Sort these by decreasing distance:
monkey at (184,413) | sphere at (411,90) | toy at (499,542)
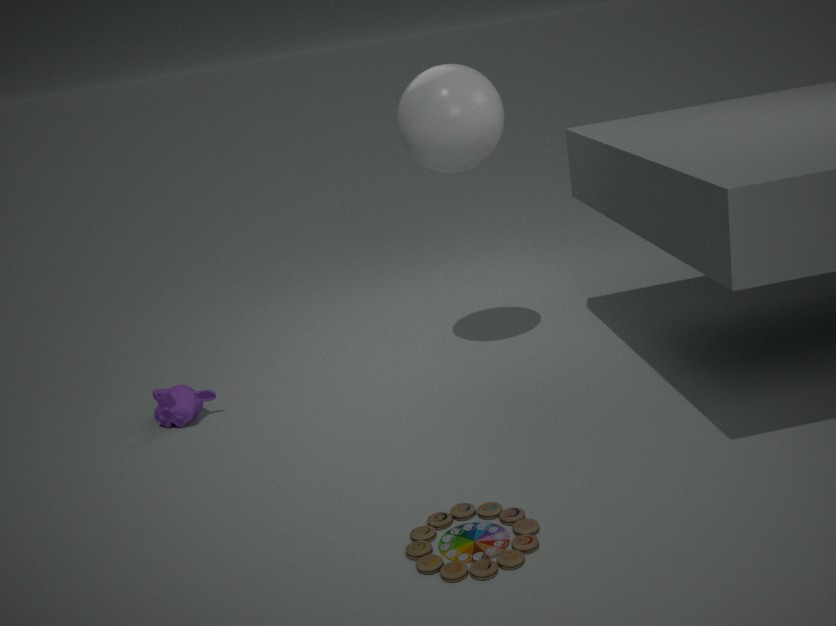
monkey at (184,413) < sphere at (411,90) < toy at (499,542)
